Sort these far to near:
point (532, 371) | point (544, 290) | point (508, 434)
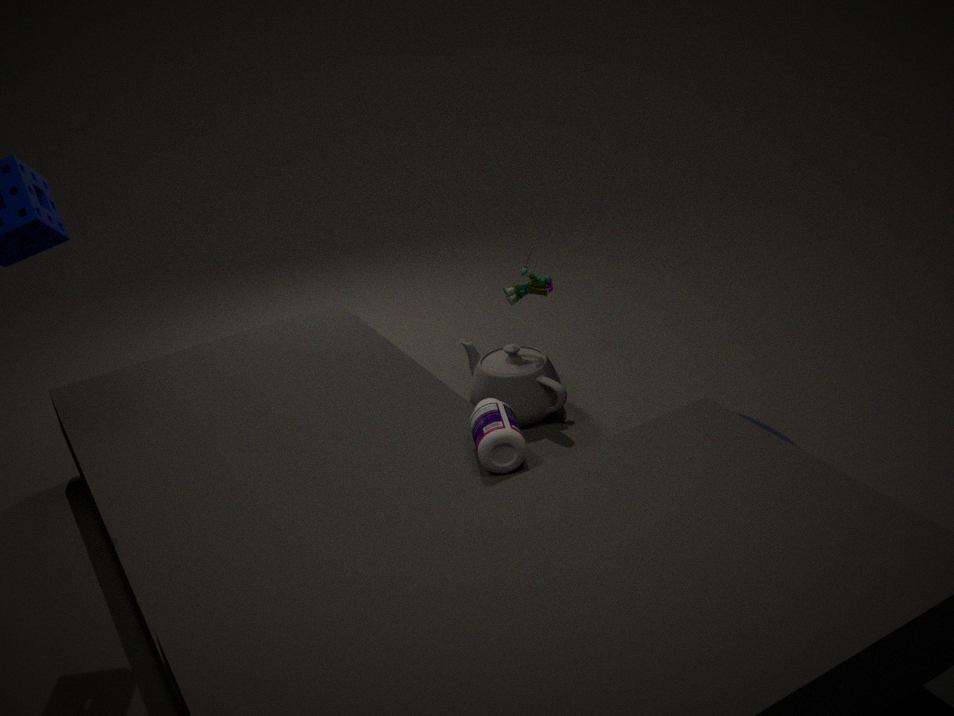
1. point (544, 290)
2. point (532, 371)
3. point (508, 434)
